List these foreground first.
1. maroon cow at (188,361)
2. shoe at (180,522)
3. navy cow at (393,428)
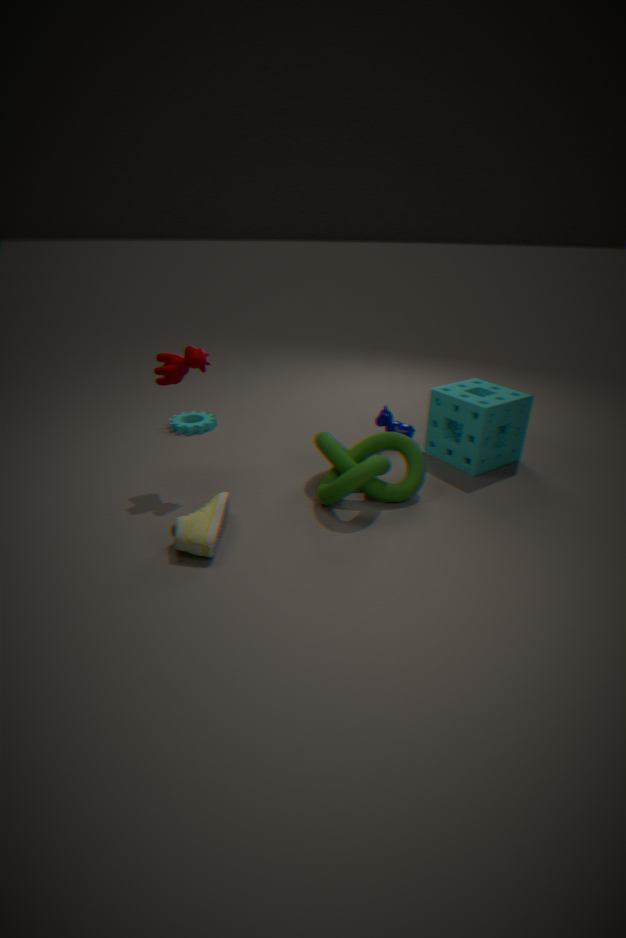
shoe at (180,522), maroon cow at (188,361), navy cow at (393,428)
